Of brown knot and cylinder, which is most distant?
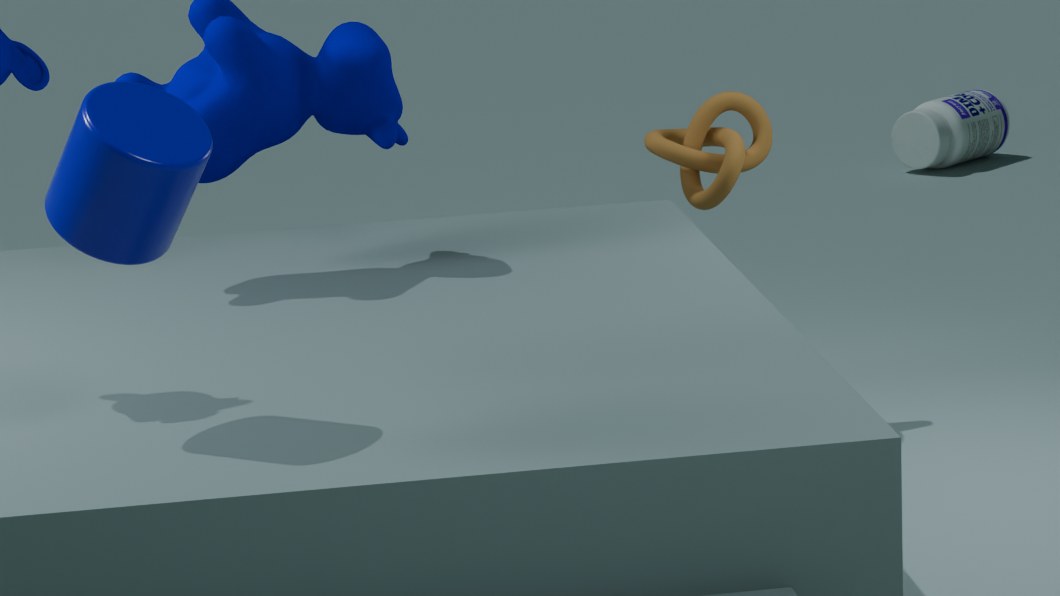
brown knot
